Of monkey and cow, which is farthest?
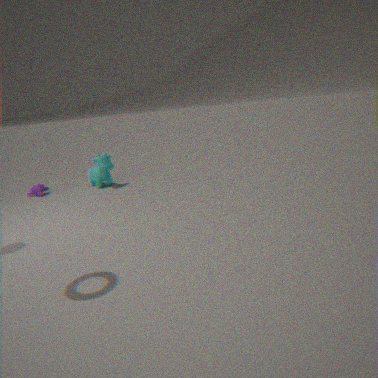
monkey
